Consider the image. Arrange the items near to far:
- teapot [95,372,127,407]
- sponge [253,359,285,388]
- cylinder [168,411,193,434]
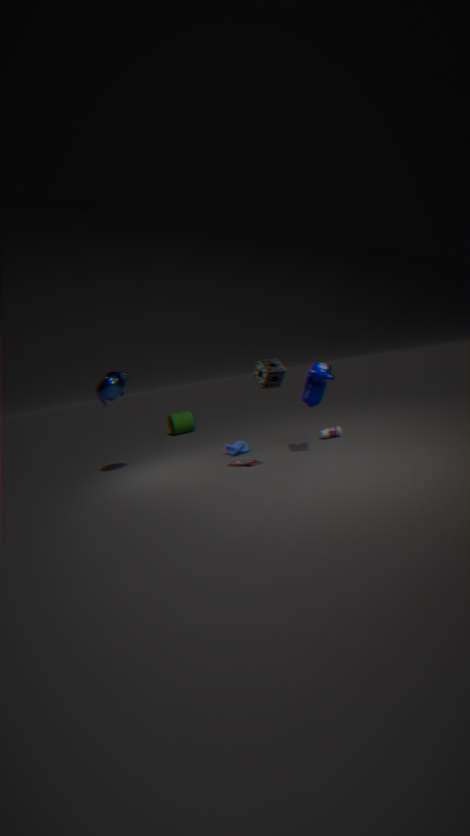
1. sponge [253,359,285,388]
2. teapot [95,372,127,407]
3. cylinder [168,411,193,434]
